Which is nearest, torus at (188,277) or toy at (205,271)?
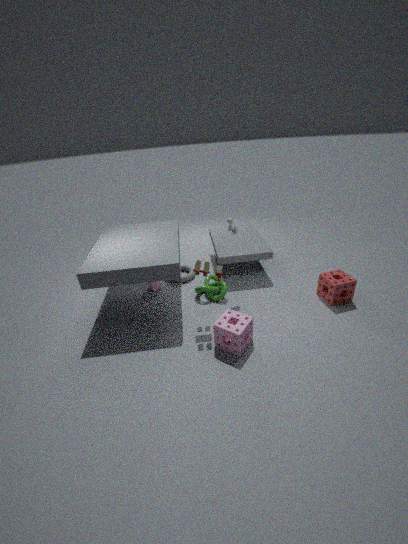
toy at (205,271)
